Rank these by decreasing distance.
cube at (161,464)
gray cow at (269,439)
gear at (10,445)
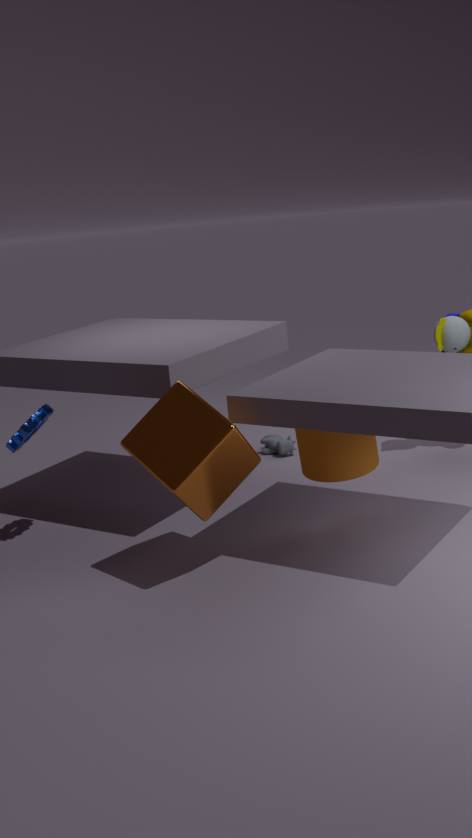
gray cow at (269,439)
gear at (10,445)
cube at (161,464)
